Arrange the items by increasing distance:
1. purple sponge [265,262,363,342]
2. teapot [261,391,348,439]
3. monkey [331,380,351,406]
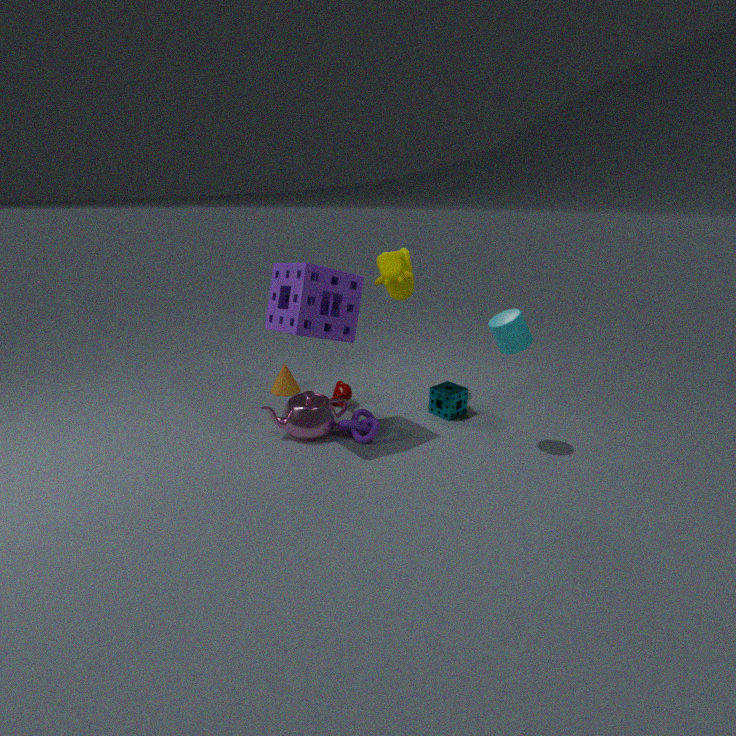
purple sponge [265,262,363,342]
teapot [261,391,348,439]
monkey [331,380,351,406]
